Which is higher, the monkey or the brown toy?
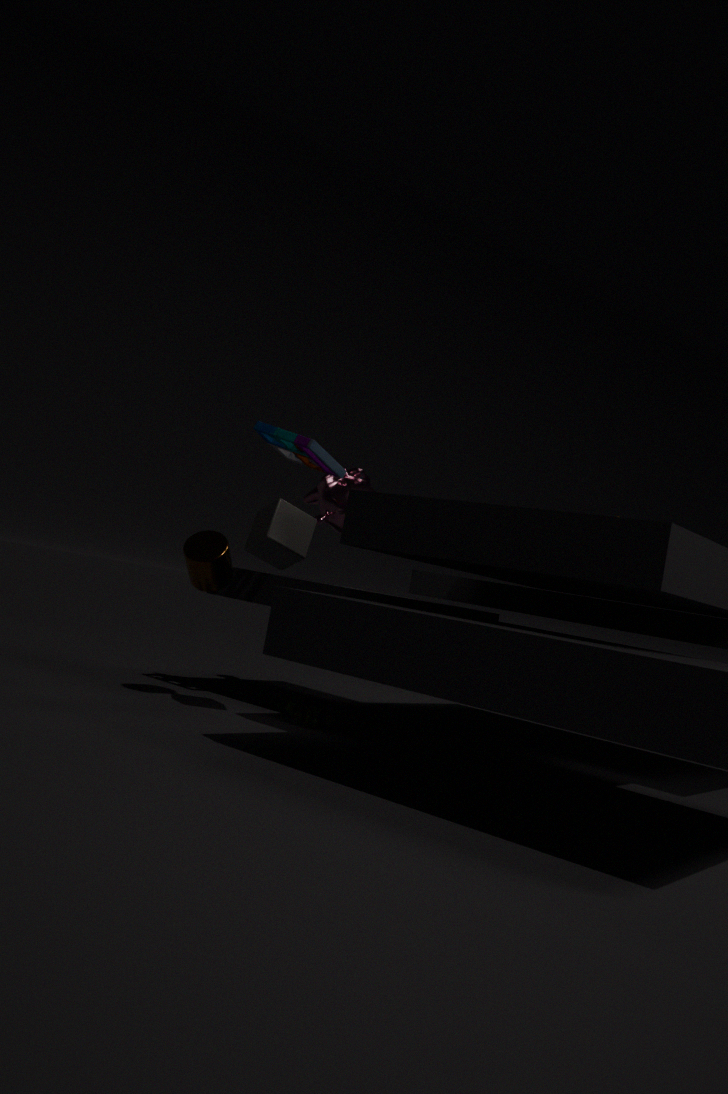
the monkey
